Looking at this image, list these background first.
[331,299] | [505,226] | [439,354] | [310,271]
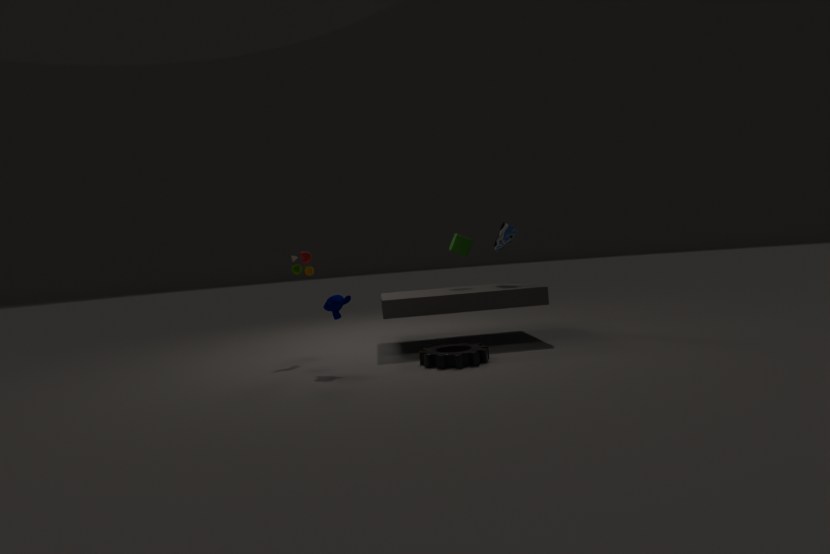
1. [505,226]
2. [310,271]
3. [331,299]
4. [439,354]
